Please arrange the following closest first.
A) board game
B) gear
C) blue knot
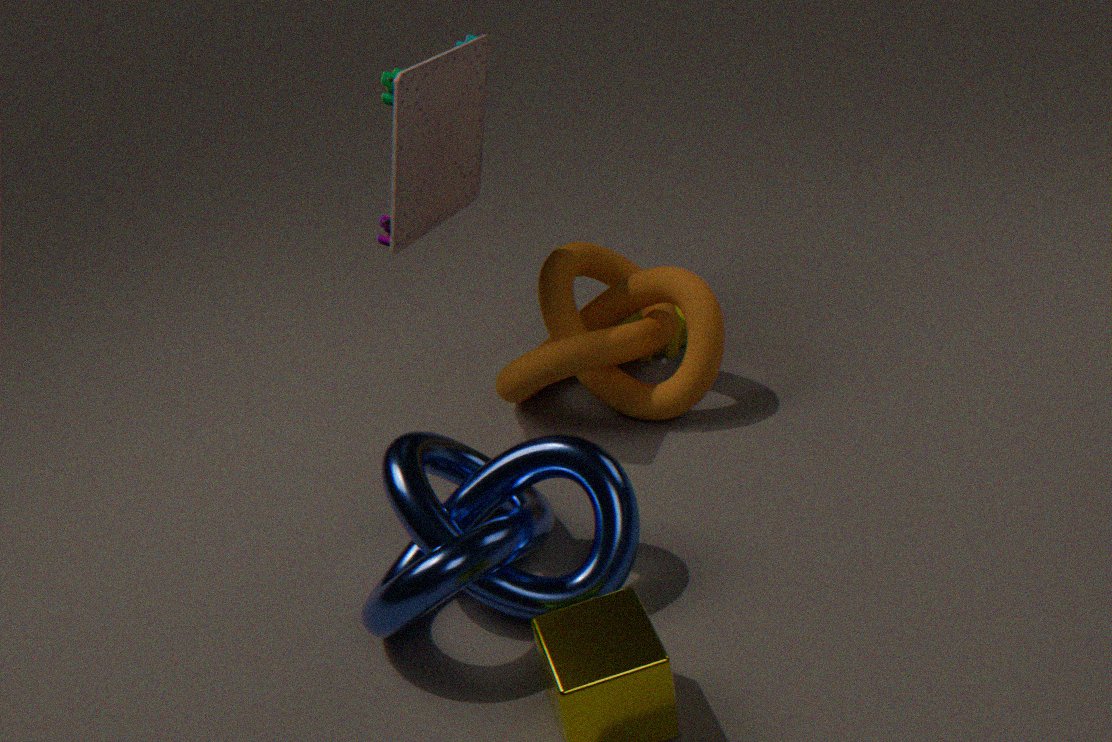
blue knot
board game
gear
